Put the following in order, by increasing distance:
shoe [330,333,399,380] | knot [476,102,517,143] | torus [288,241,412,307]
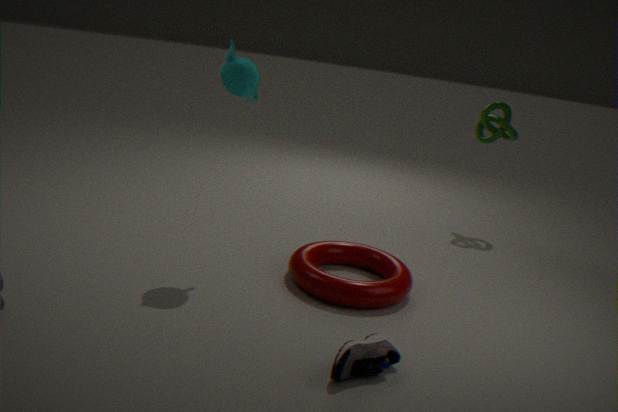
shoe [330,333,399,380] < torus [288,241,412,307] < knot [476,102,517,143]
